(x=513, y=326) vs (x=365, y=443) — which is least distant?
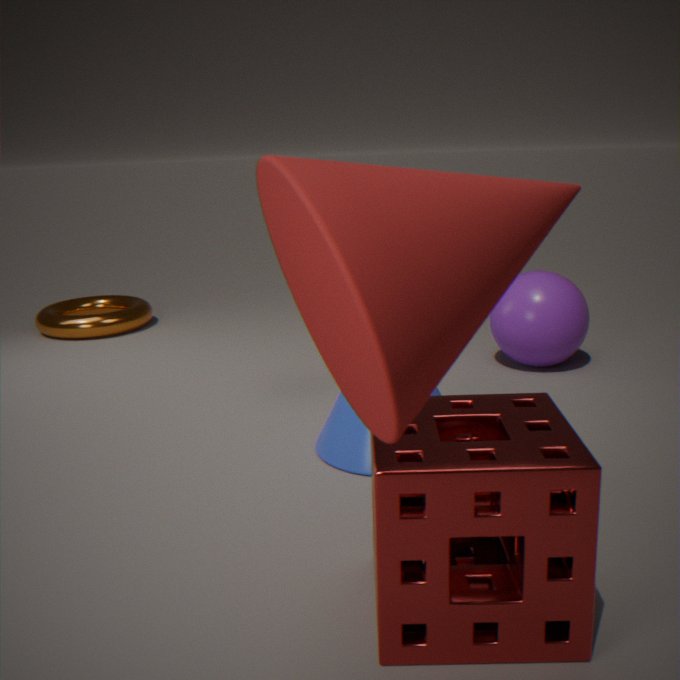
(x=365, y=443)
